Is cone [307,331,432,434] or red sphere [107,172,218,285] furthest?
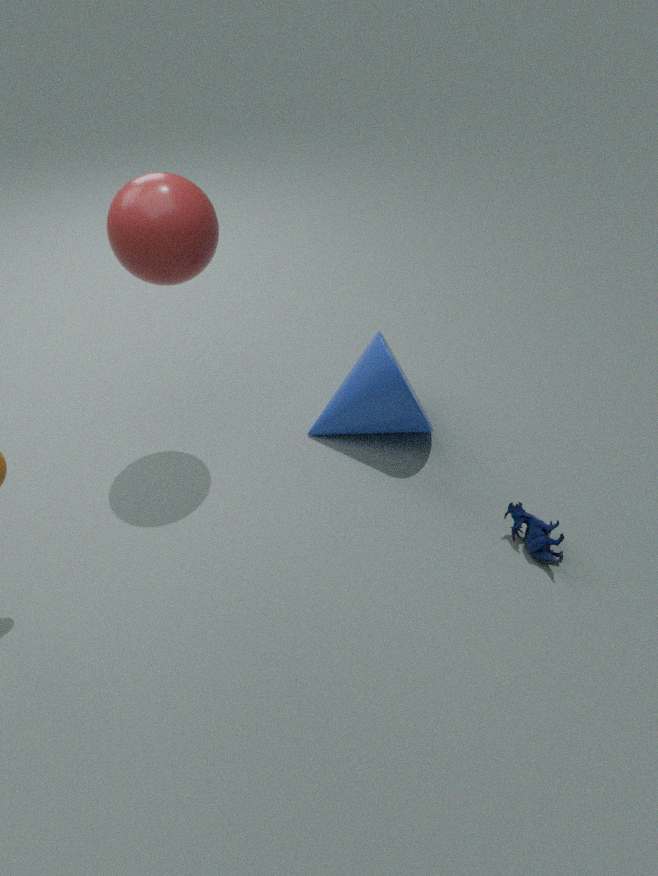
cone [307,331,432,434]
